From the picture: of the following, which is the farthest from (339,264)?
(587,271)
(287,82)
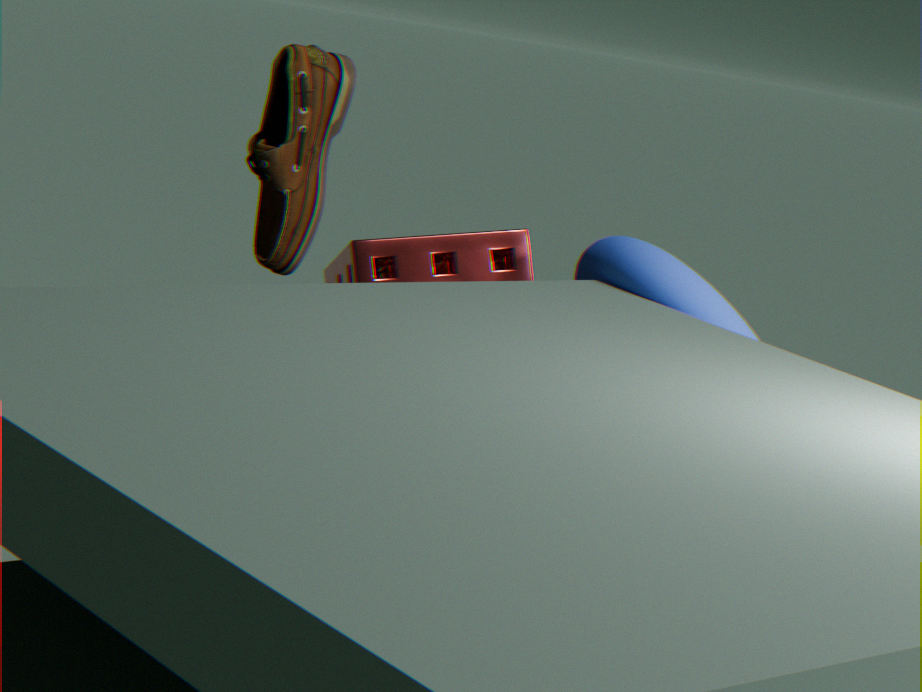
(287,82)
